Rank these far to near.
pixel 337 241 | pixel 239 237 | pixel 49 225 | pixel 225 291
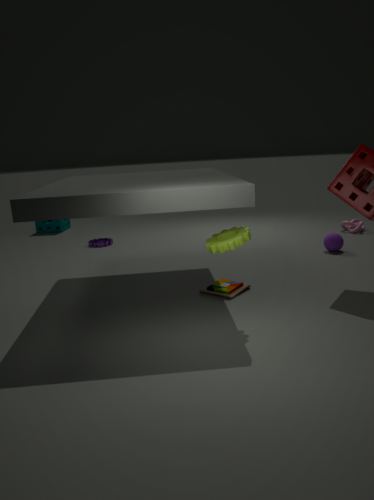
pixel 49 225
pixel 337 241
pixel 225 291
pixel 239 237
